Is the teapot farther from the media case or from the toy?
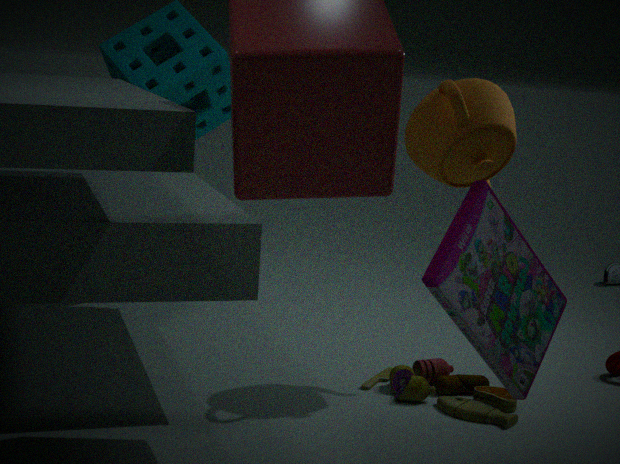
the media case
